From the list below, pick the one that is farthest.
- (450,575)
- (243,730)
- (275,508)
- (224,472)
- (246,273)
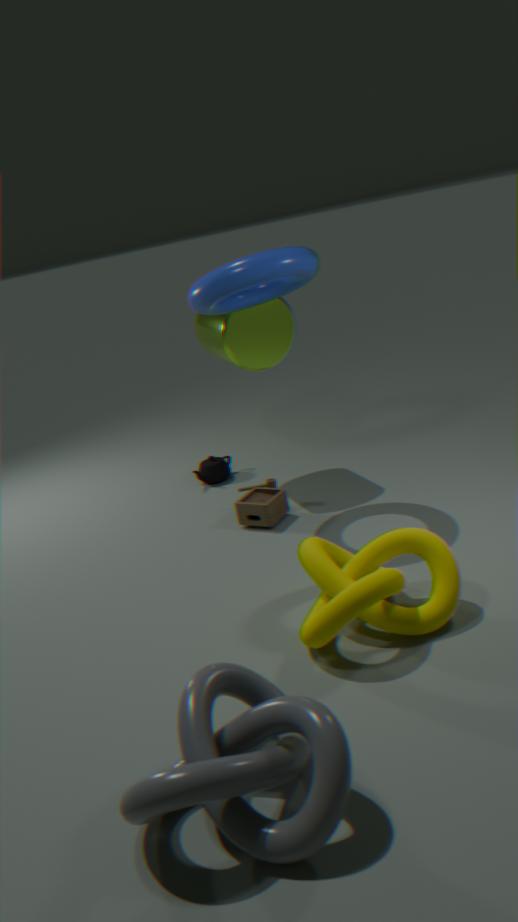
(224,472)
